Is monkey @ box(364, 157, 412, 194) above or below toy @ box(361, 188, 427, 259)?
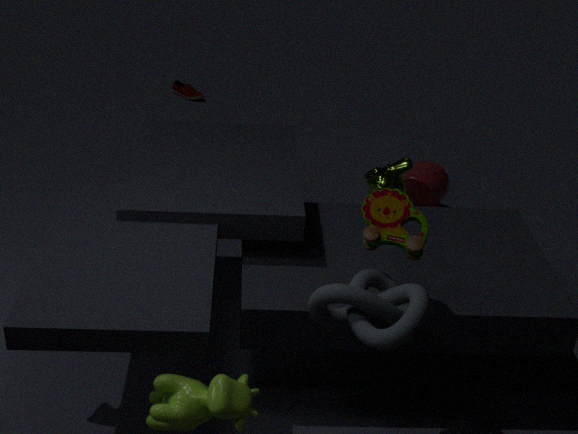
below
